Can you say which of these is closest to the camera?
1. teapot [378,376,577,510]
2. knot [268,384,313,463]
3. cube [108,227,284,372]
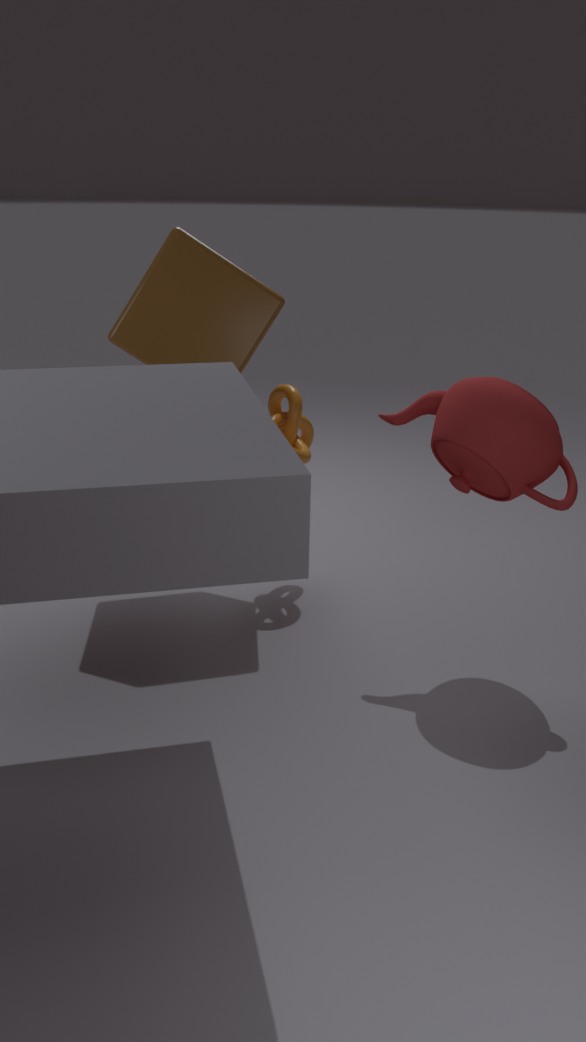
teapot [378,376,577,510]
